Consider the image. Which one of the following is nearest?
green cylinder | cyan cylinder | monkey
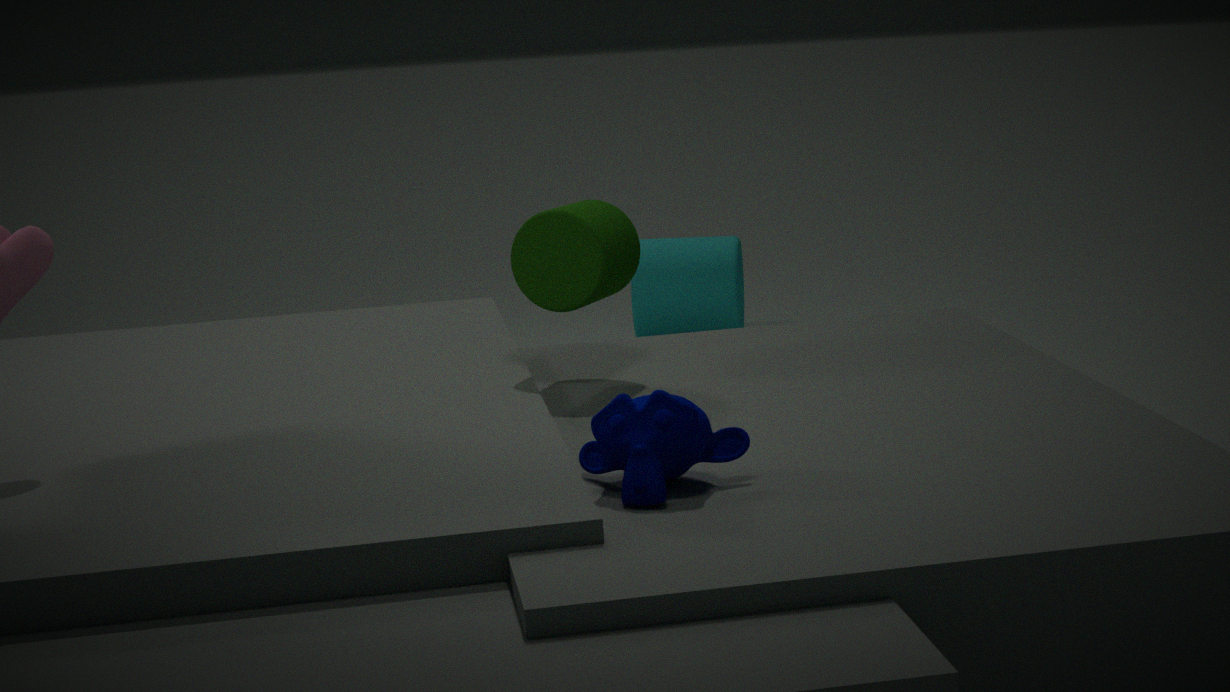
monkey
